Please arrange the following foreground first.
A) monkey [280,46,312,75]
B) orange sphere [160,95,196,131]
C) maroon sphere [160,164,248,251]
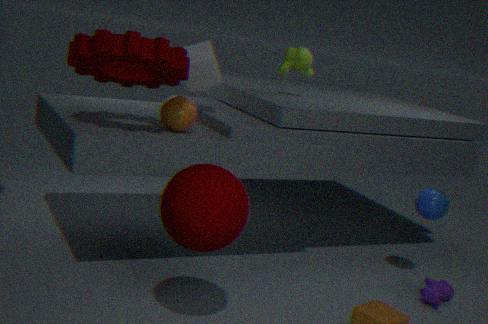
maroon sphere [160,164,248,251]
orange sphere [160,95,196,131]
monkey [280,46,312,75]
